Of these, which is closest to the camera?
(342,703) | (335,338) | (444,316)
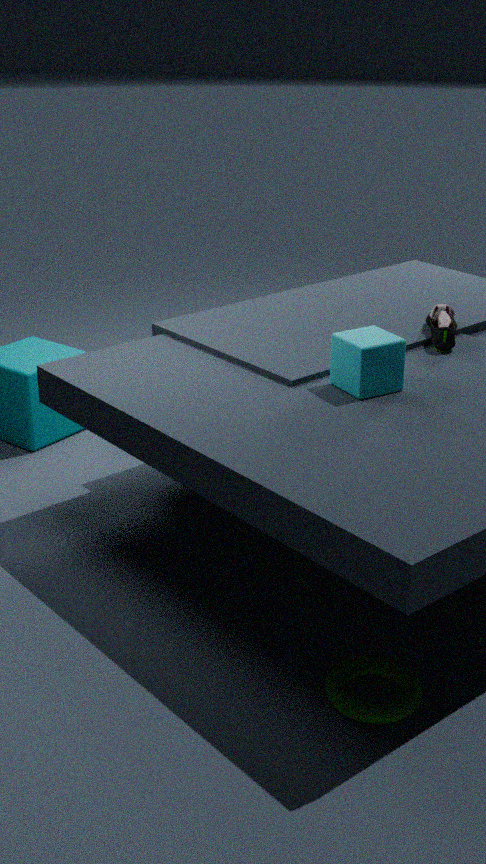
(342,703)
